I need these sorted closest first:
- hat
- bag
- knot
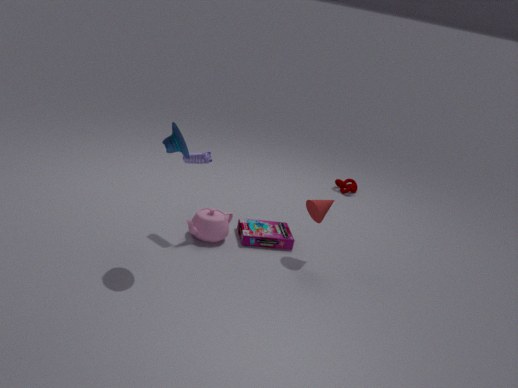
hat
bag
knot
